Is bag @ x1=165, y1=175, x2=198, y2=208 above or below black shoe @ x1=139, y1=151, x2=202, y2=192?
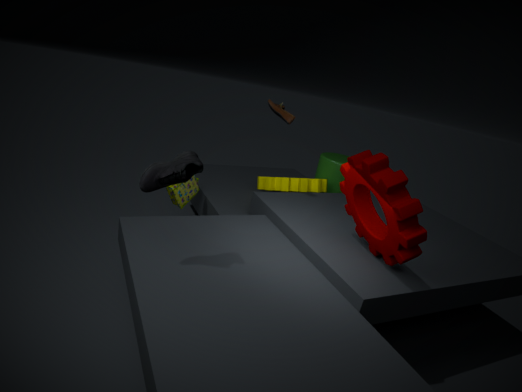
below
